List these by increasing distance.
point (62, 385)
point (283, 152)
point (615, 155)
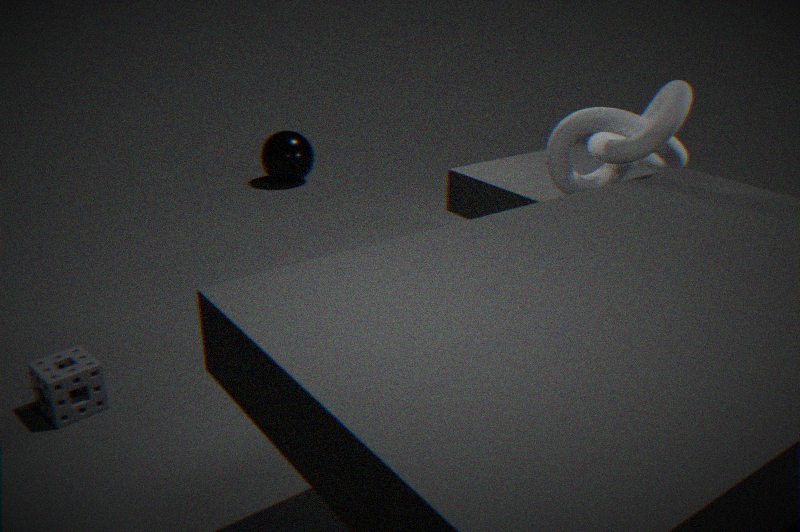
point (62, 385) → point (615, 155) → point (283, 152)
